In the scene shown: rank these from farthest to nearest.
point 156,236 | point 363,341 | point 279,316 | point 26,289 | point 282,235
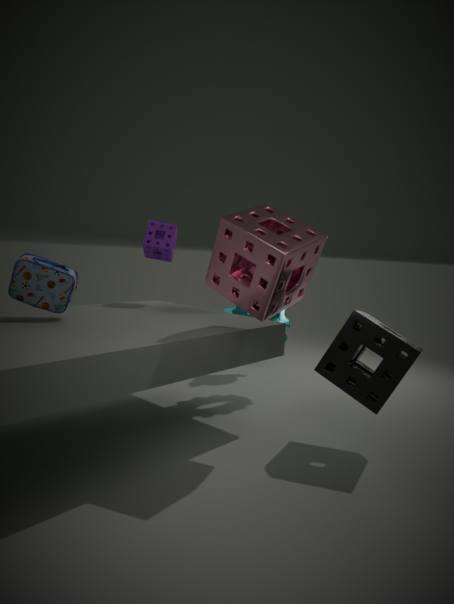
point 279,316, point 156,236, point 26,289, point 363,341, point 282,235
